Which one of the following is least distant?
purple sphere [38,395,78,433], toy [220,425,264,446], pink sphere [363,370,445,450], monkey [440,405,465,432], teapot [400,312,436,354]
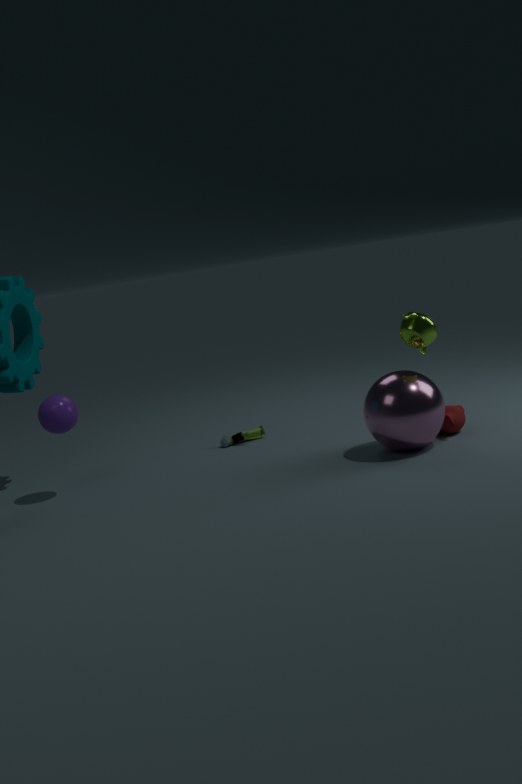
pink sphere [363,370,445,450]
